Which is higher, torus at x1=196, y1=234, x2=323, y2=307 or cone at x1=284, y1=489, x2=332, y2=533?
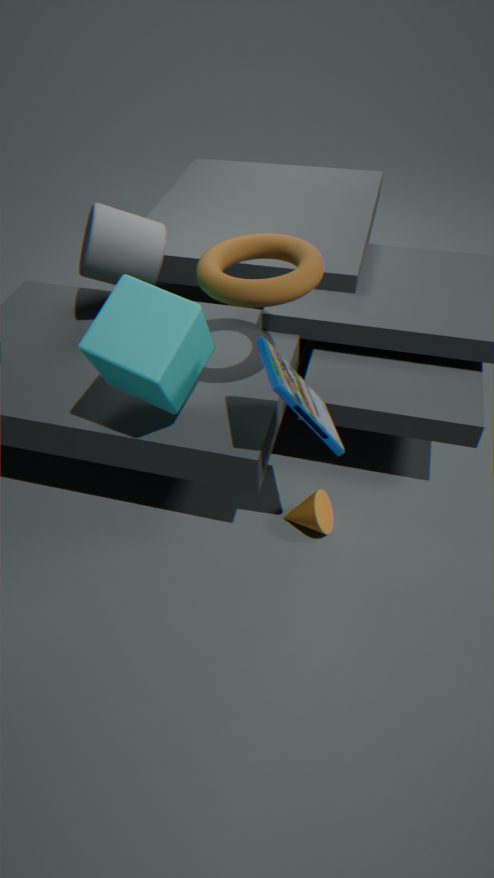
torus at x1=196, y1=234, x2=323, y2=307
